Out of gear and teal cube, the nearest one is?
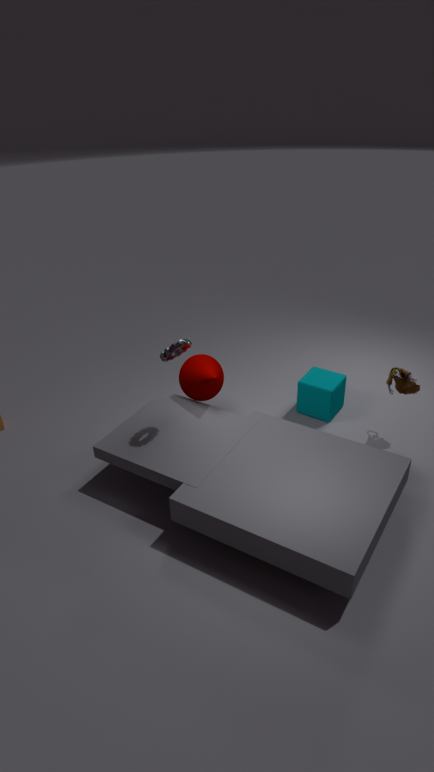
gear
